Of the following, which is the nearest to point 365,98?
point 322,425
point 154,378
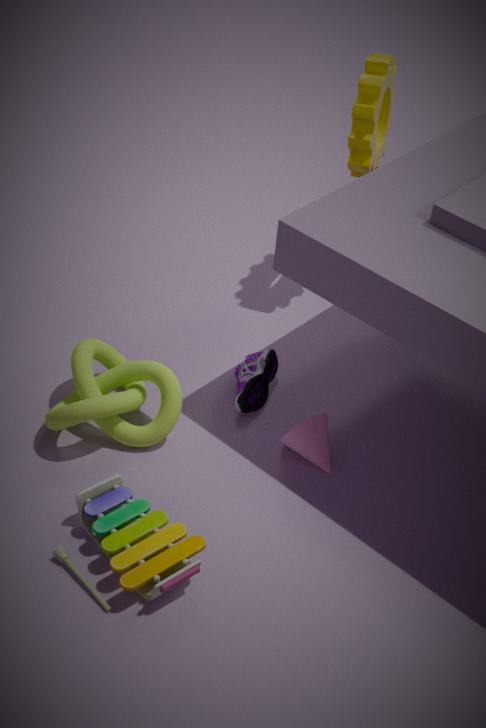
point 322,425
